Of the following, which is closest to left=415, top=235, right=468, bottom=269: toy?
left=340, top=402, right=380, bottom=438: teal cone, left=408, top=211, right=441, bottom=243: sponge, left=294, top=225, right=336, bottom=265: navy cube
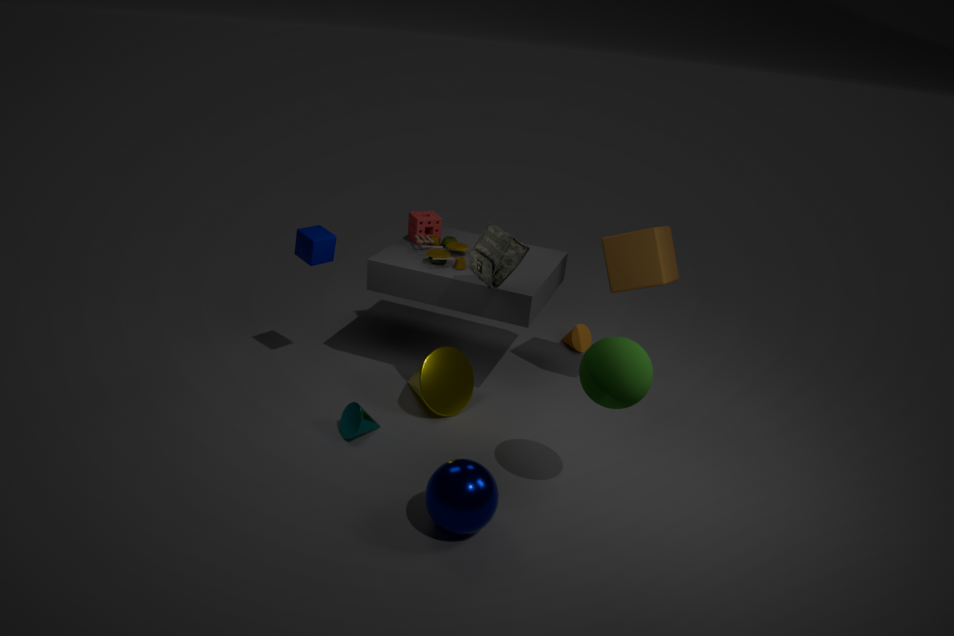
left=408, top=211, right=441, bottom=243: sponge
